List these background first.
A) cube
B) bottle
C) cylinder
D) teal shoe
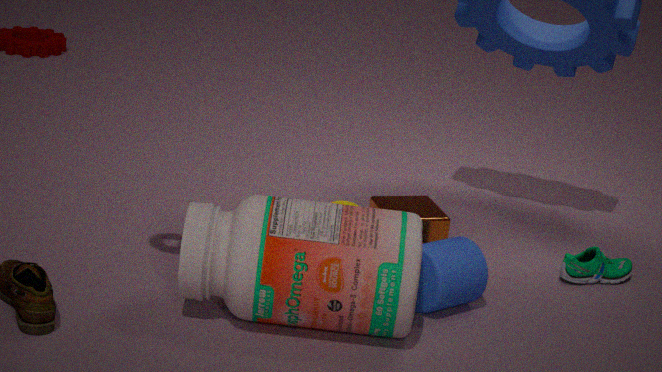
1. teal shoe
2. cube
3. cylinder
4. bottle
